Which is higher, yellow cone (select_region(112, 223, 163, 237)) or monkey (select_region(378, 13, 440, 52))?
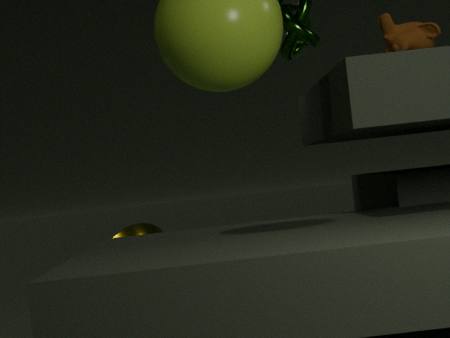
monkey (select_region(378, 13, 440, 52))
